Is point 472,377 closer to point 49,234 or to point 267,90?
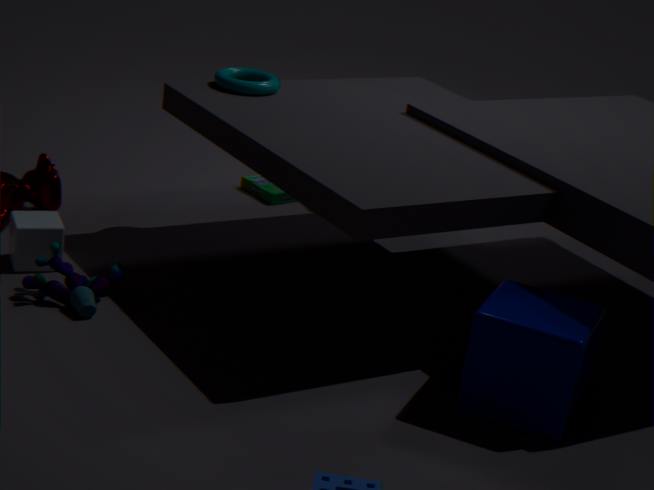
point 267,90
